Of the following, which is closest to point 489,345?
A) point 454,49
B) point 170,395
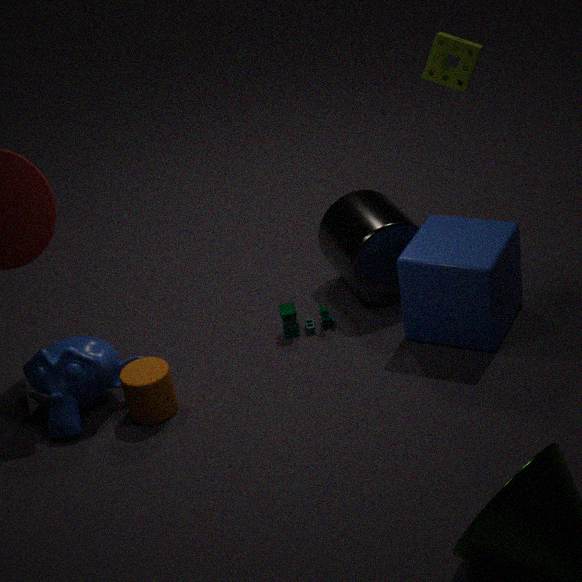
point 454,49
